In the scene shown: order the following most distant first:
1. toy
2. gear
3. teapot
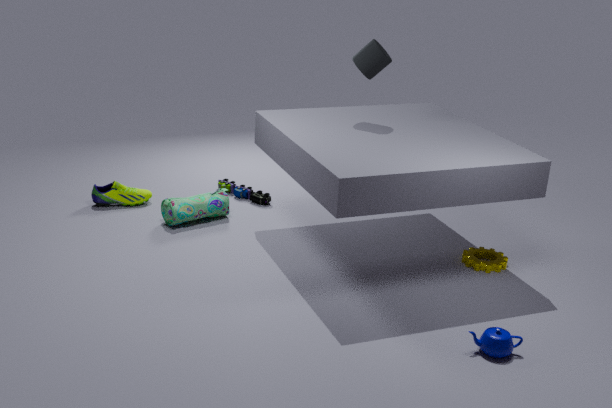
toy
gear
teapot
